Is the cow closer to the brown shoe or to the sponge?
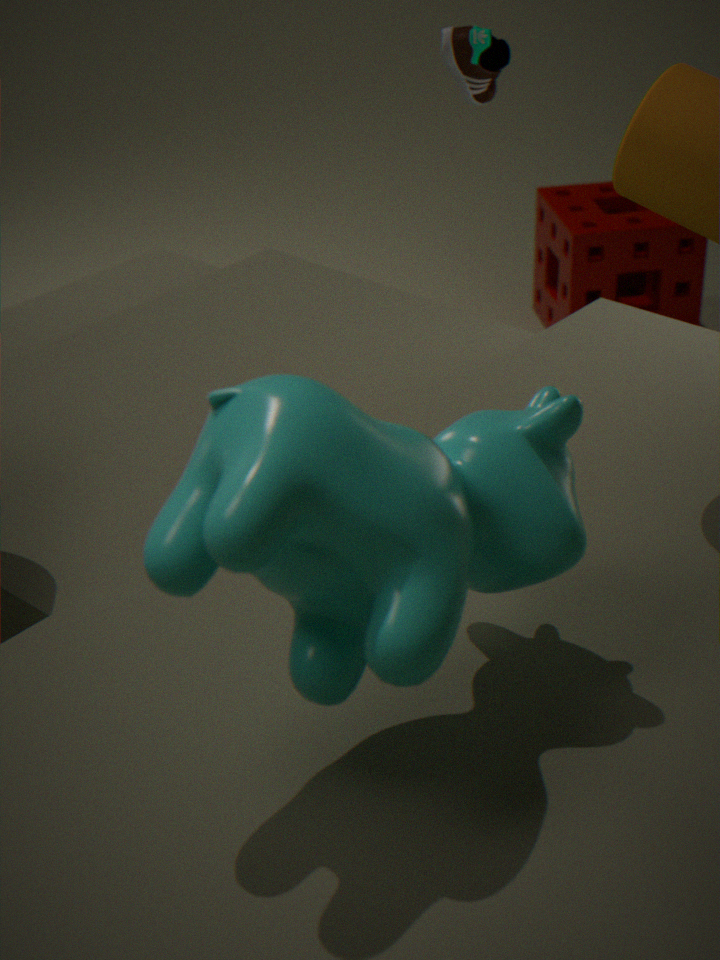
the brown shoe
